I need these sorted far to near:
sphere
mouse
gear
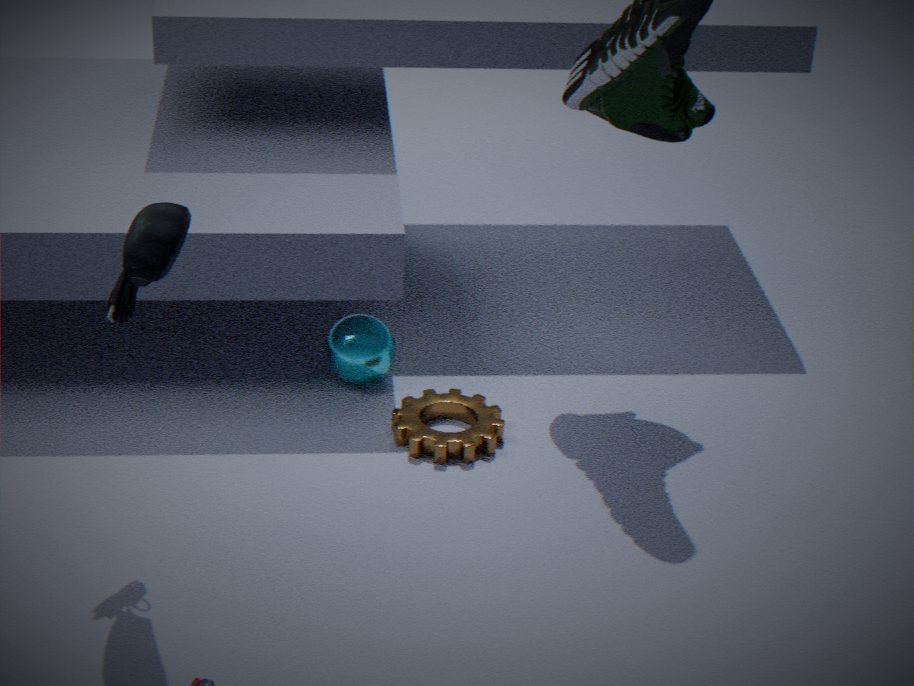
sphere
gear
mouse
